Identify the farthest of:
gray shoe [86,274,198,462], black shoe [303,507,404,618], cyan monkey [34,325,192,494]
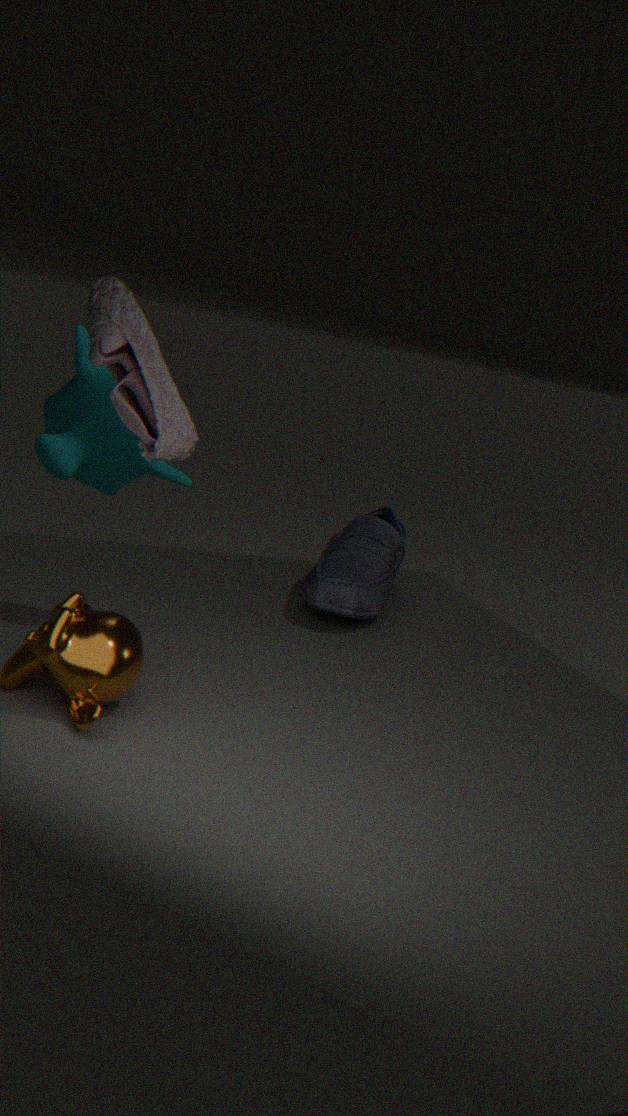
cyan monkey [34,325,192,494]
